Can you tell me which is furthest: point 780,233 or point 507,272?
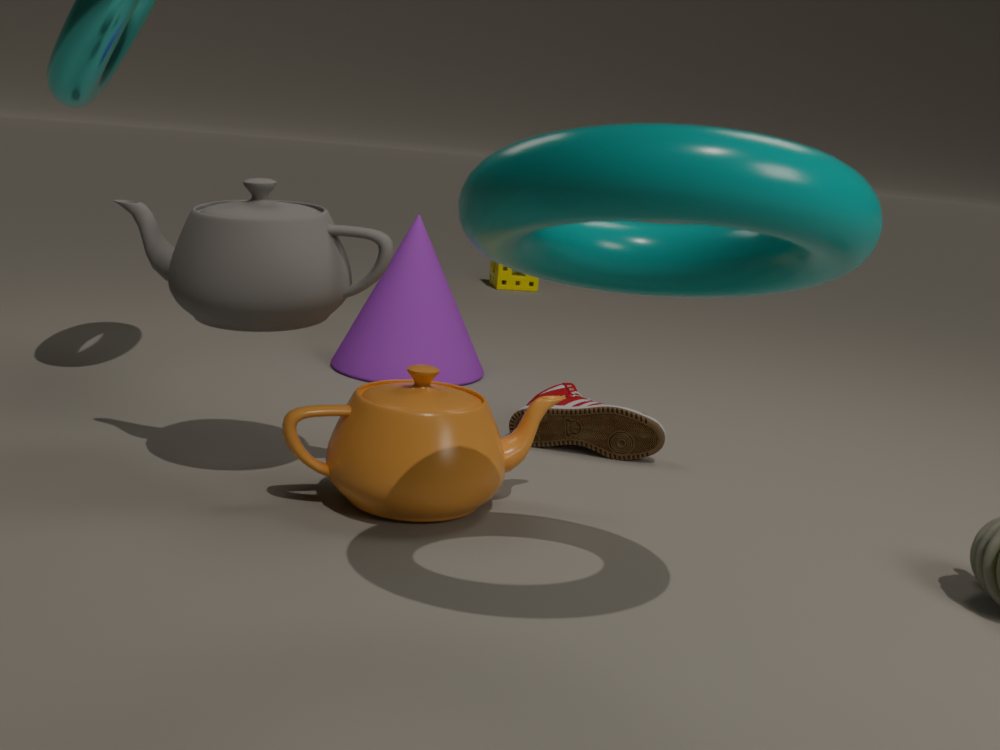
point 507,272
